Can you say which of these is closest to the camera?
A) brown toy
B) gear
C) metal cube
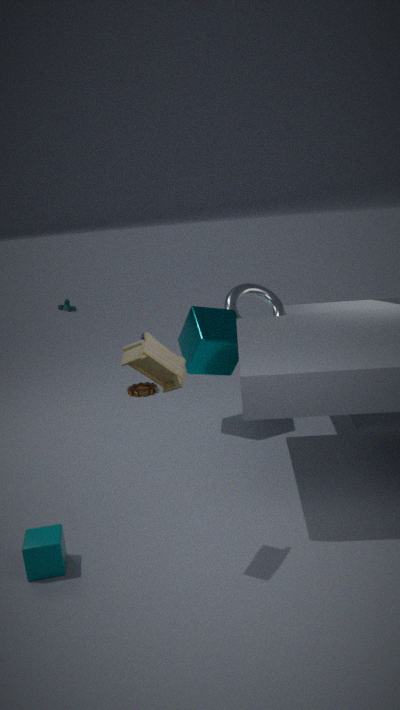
brown toy
